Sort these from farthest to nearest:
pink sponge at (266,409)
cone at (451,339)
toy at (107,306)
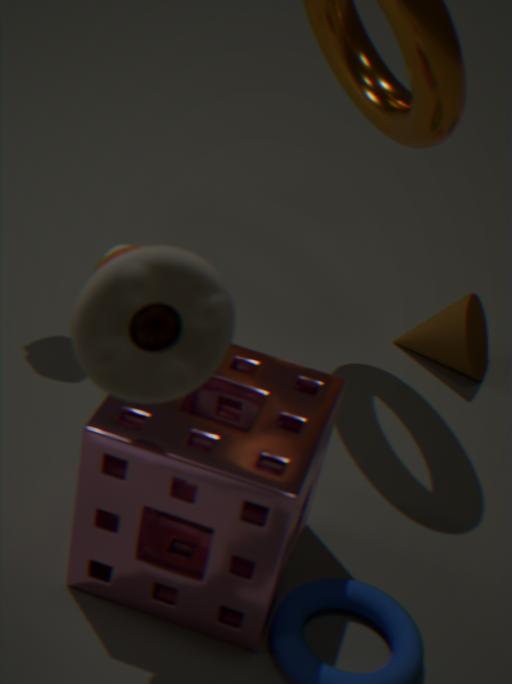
cone at (451,339) < pink sponge at (266,409) < toy at (107,306)
